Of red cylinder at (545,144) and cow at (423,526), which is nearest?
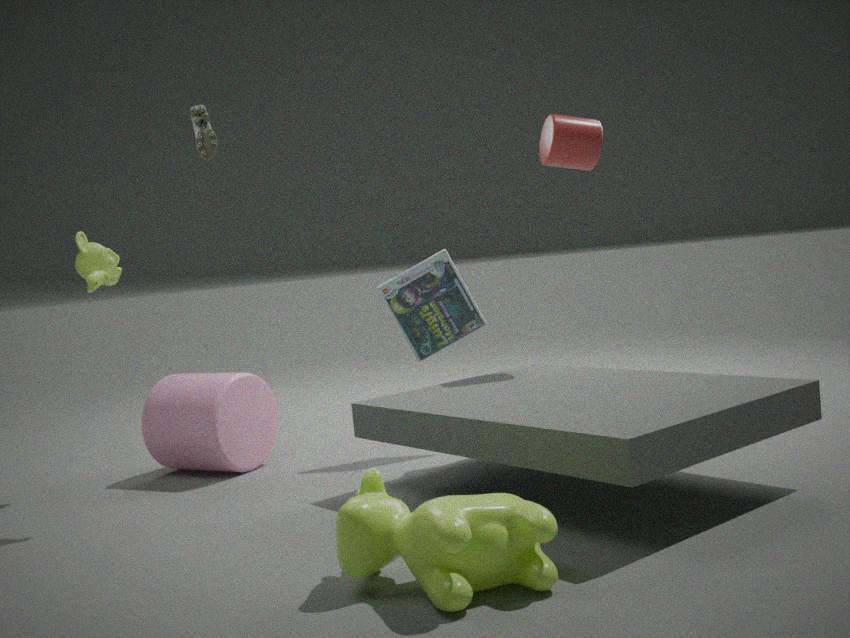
cow at (423,526)
